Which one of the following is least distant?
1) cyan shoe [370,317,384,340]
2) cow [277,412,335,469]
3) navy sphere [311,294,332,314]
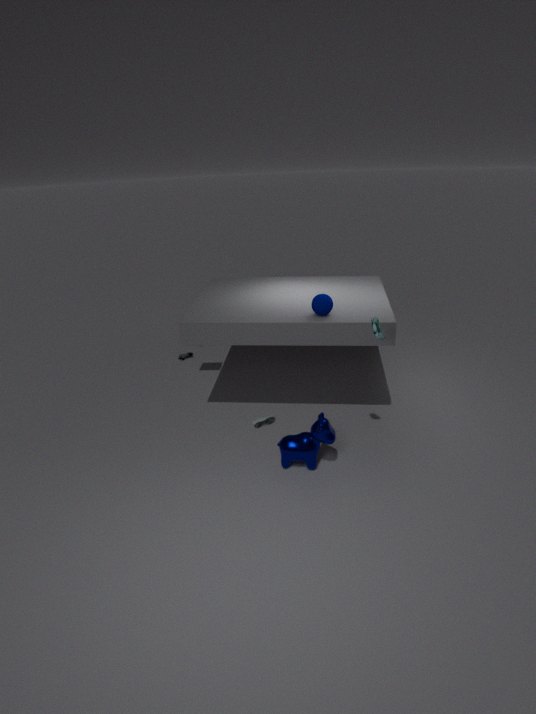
1. cyan shoe [370,317,384,340]
